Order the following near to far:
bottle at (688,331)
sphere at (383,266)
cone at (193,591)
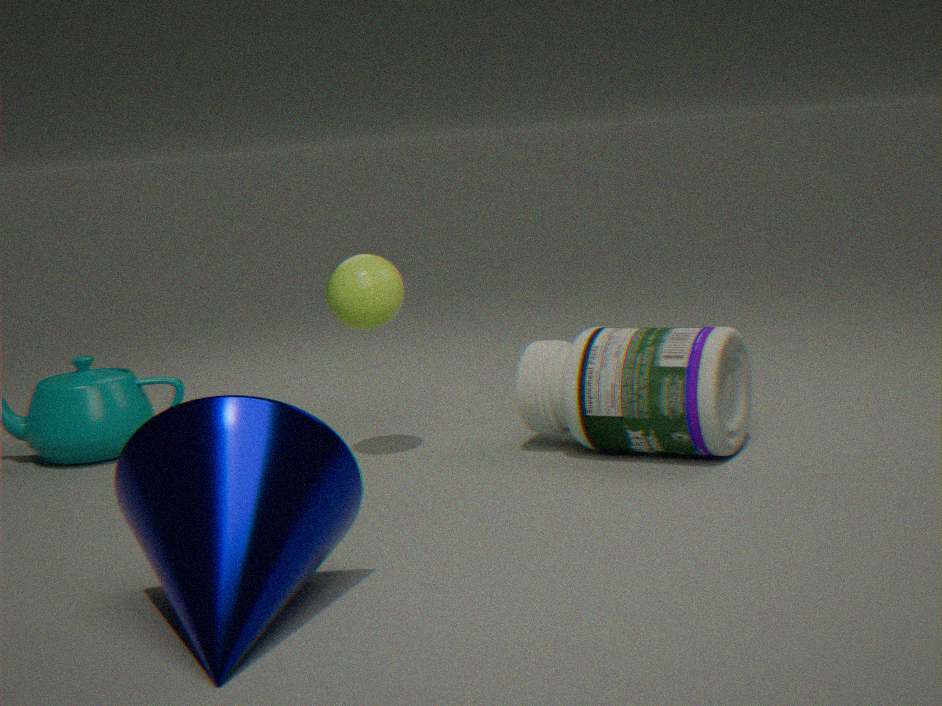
cone at (193,591) → bottle at (688,331) → sphere at (383,266)
